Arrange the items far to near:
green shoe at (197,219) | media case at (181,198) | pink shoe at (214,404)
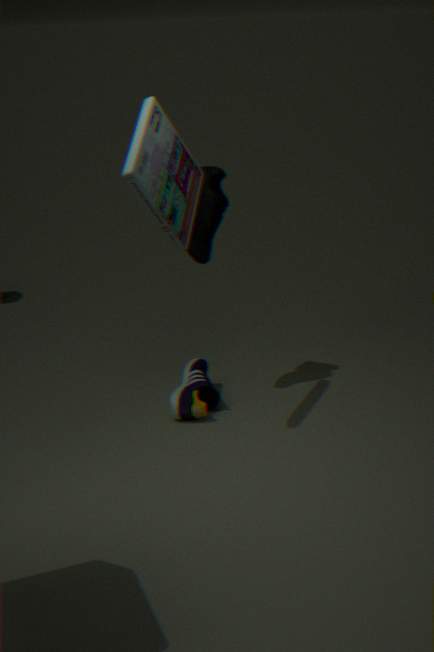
pink shoe at (214,404), green shoe at (197,219), media case at (181,198)
